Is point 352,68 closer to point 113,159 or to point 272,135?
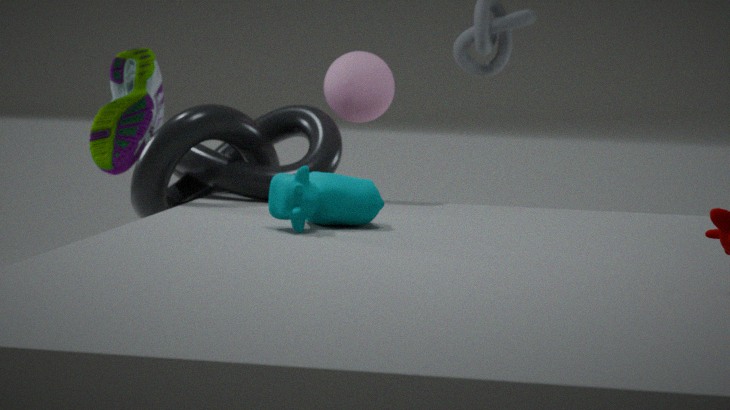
point 272,135
